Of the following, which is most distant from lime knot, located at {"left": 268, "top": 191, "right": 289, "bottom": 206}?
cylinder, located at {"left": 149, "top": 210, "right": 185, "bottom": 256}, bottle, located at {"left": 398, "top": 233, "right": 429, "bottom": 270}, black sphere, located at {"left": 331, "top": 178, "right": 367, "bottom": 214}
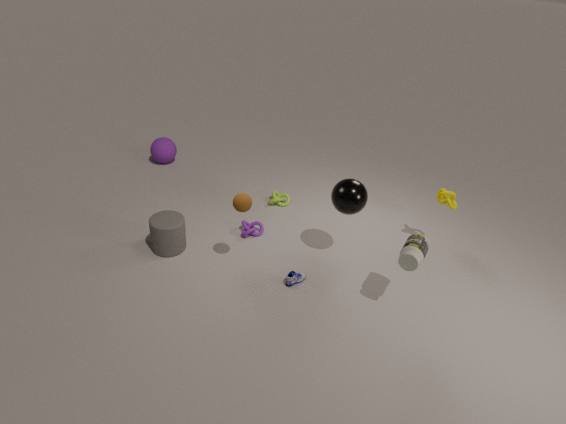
bottle, located at {"left": 398, "top": 233, "right": 429, "bottom": 270}
